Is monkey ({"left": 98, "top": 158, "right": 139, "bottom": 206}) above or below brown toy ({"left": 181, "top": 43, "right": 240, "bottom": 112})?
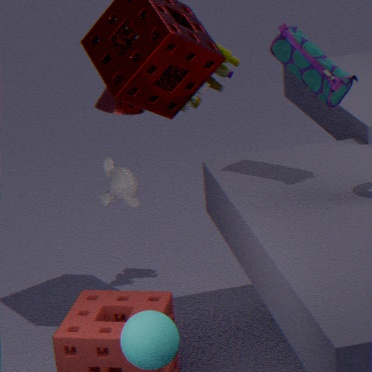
below
